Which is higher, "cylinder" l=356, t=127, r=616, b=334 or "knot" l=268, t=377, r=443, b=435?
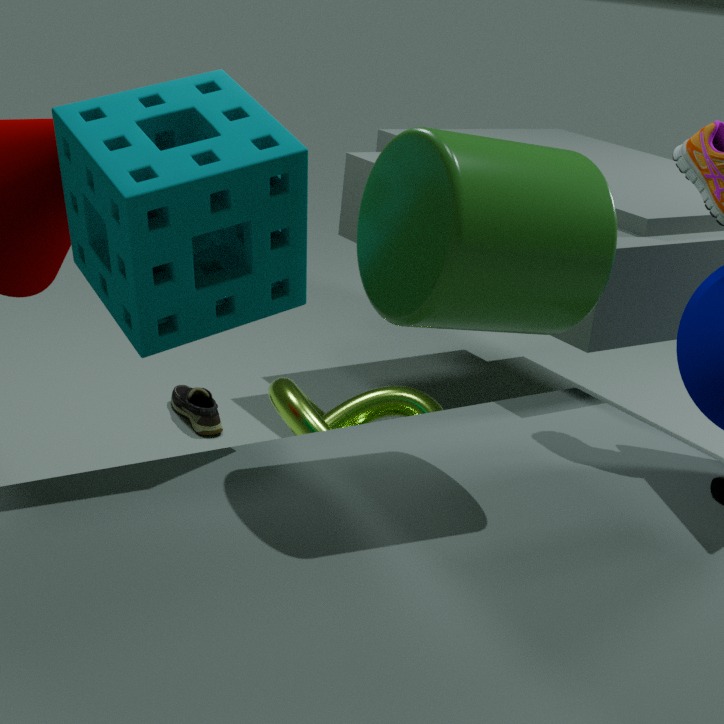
"cylinder" l=356, t=127, r=616, b=334
